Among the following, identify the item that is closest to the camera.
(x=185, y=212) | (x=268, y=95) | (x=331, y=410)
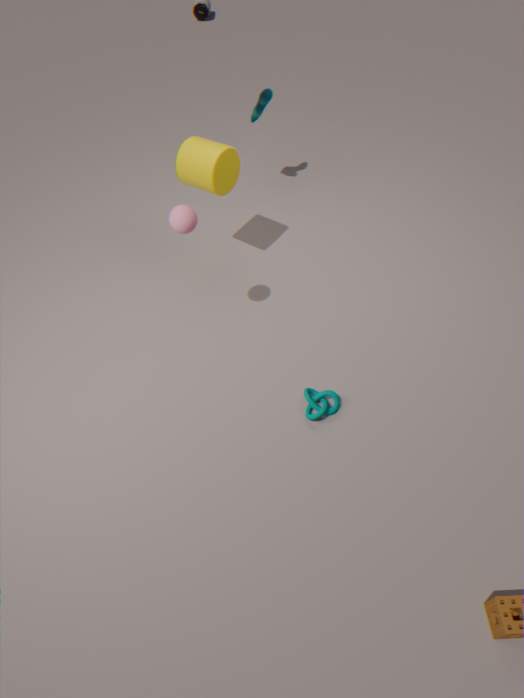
(x=185, y=212)
